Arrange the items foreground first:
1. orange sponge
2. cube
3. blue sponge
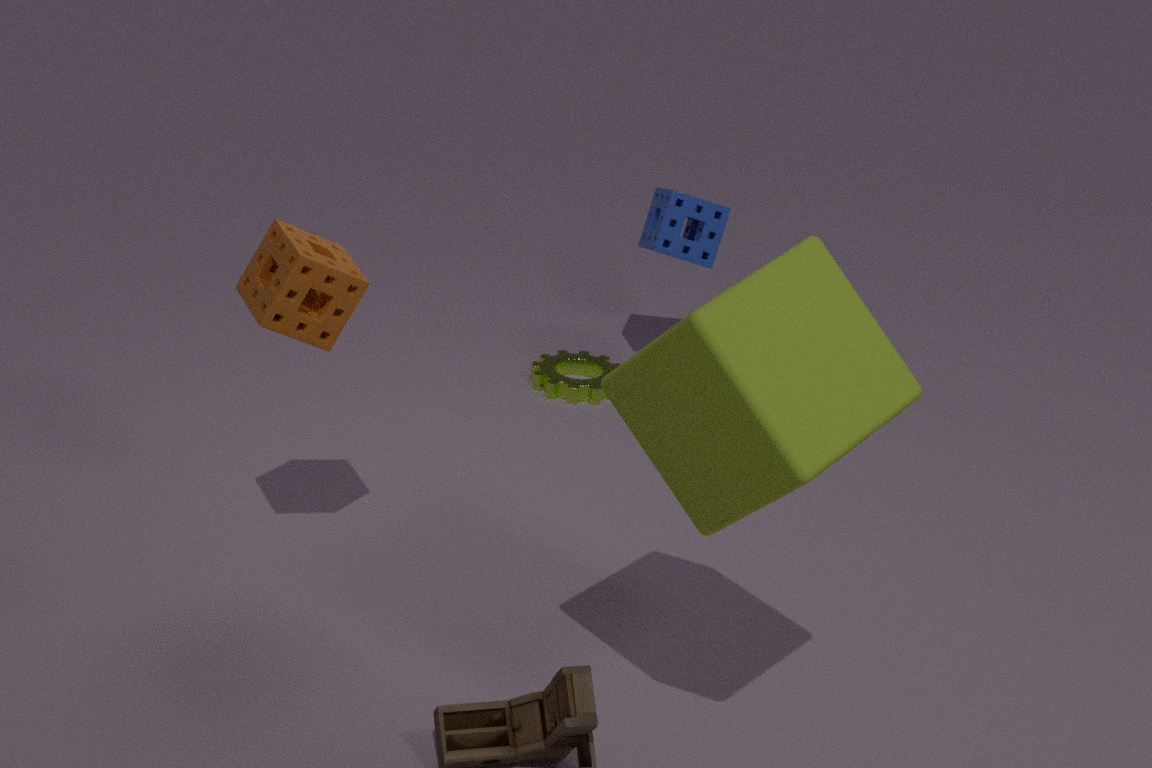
cube < orange sponge < blue sponge
